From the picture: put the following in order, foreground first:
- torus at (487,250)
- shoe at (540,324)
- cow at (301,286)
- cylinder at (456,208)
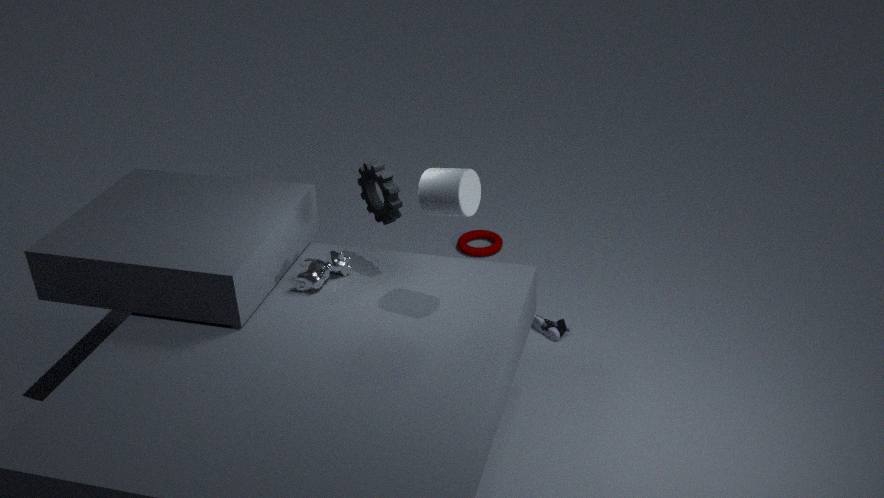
cylinder at (456,208), cow at (301,286), shoe at (540,324), torus at (487,250)
